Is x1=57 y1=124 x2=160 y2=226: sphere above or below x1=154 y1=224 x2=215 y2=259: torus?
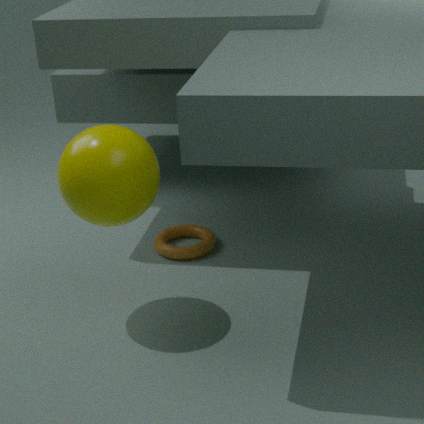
above
